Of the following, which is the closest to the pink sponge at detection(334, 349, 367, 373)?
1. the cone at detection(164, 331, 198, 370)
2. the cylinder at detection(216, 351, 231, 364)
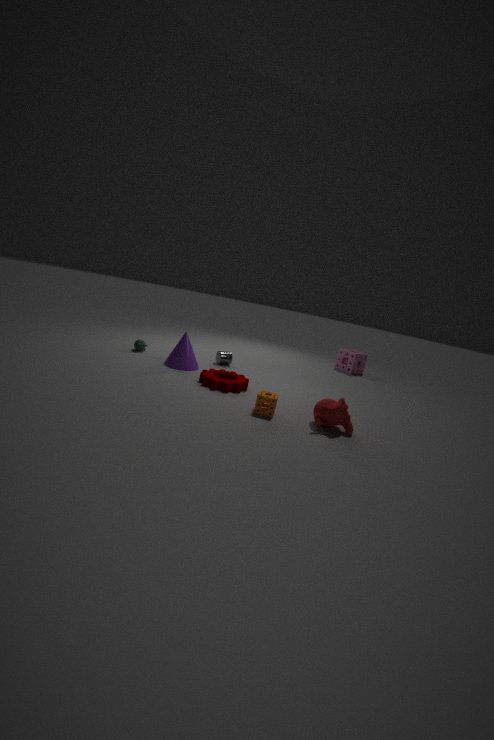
the cylinder at detection(216, 351, 231, 364)
